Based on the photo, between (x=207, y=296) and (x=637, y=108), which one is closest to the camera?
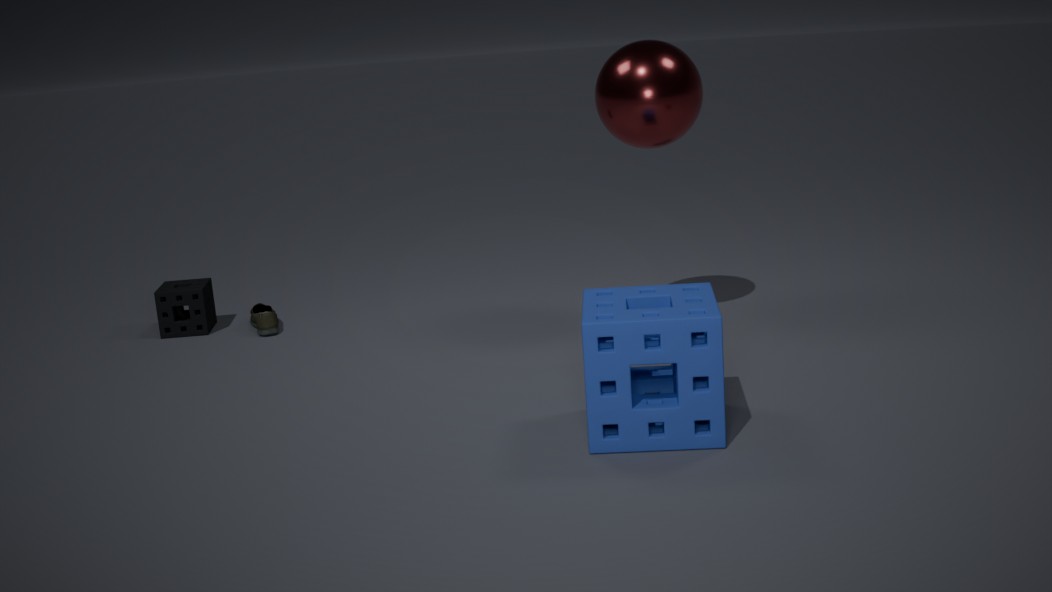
(x=637, y=108)
